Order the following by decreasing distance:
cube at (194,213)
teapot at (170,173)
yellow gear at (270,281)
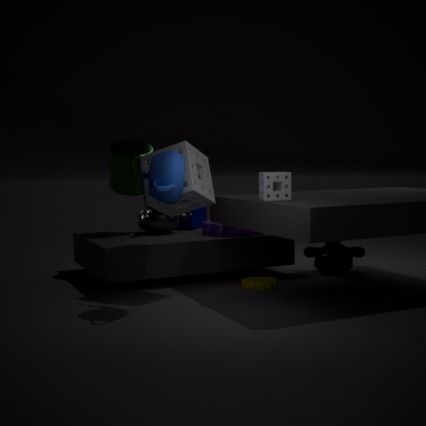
cube at (194,213) < yellow gear at (270,281) < teapot at (170,173)
